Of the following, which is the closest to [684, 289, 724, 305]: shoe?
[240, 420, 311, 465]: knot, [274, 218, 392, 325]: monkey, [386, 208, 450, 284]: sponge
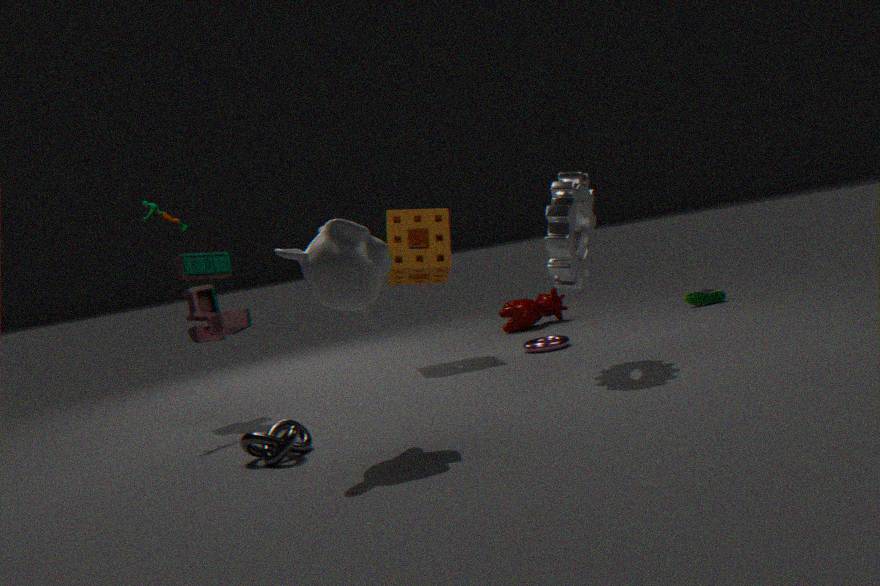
[386, 208, 450, 284]: sponge
